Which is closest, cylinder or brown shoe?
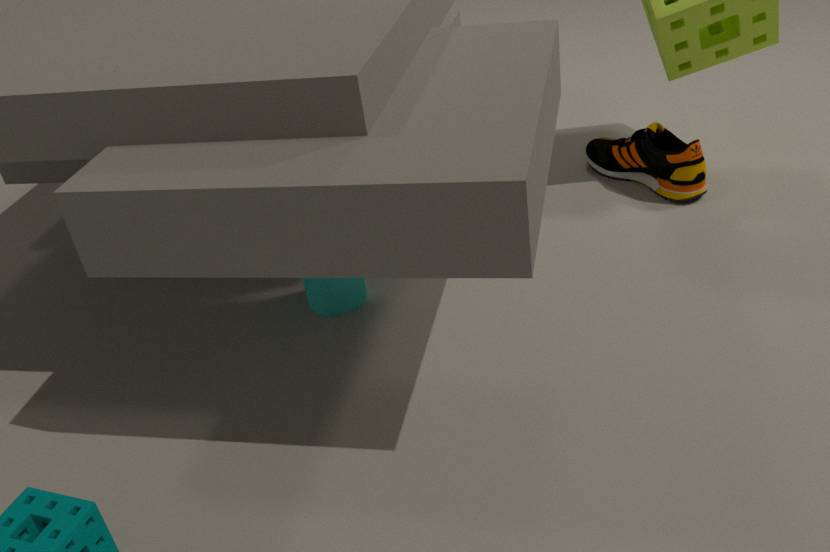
cylinder
